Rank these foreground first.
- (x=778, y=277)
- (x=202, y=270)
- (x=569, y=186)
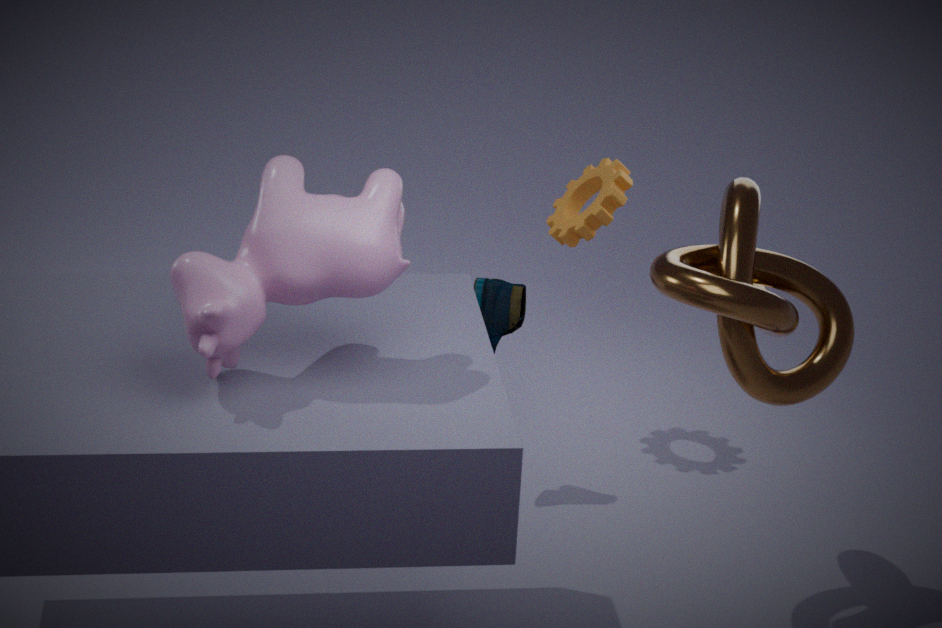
(x=202, y=270) < (x=778, y=277) < (x=569, y=186)
